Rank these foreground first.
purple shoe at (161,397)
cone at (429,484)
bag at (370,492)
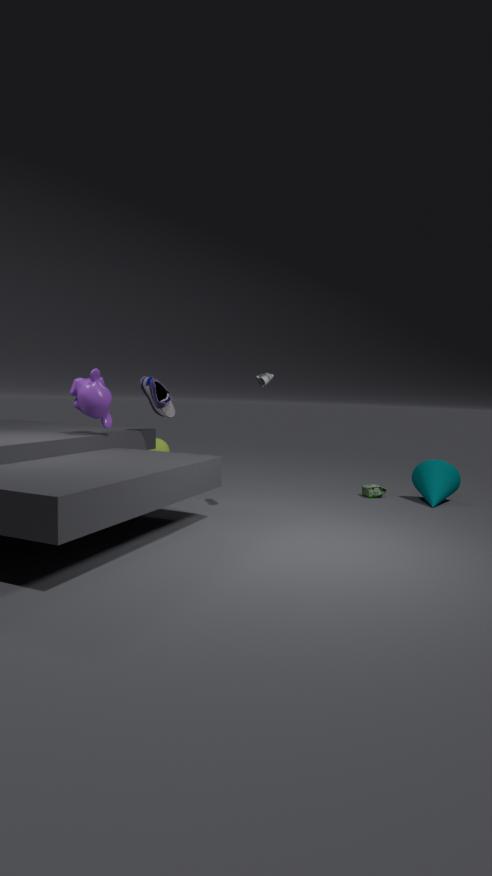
1. purple shoe at (161,397)
2. cone at (429,484)
3. bag at (370,492)
